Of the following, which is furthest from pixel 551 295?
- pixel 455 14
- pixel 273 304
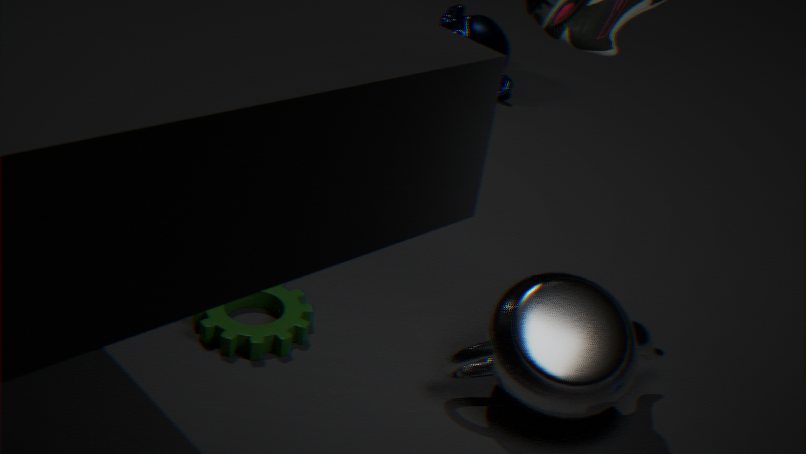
pixel 455 14
